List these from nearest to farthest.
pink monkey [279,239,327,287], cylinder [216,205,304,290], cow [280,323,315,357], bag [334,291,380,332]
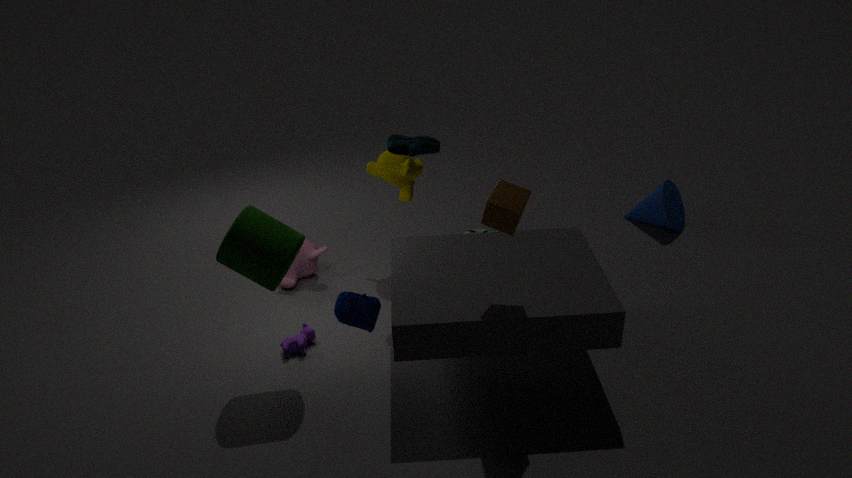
bag [334,291,380,332] < cylinder [216,205,304,290] < cow [280,323,315,357] < pink monkey [279,239,327,287]
